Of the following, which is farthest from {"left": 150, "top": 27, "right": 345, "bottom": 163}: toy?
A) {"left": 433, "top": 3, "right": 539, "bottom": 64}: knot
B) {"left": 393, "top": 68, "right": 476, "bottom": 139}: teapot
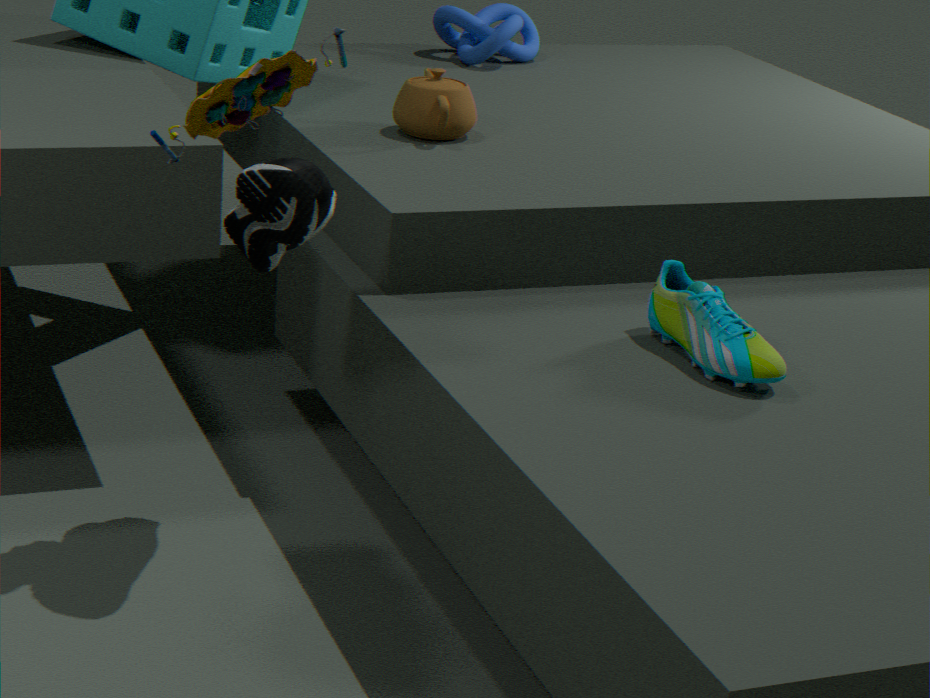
{"left": 433, "top": 3, "right": 539, "bottom": 64}: knot
